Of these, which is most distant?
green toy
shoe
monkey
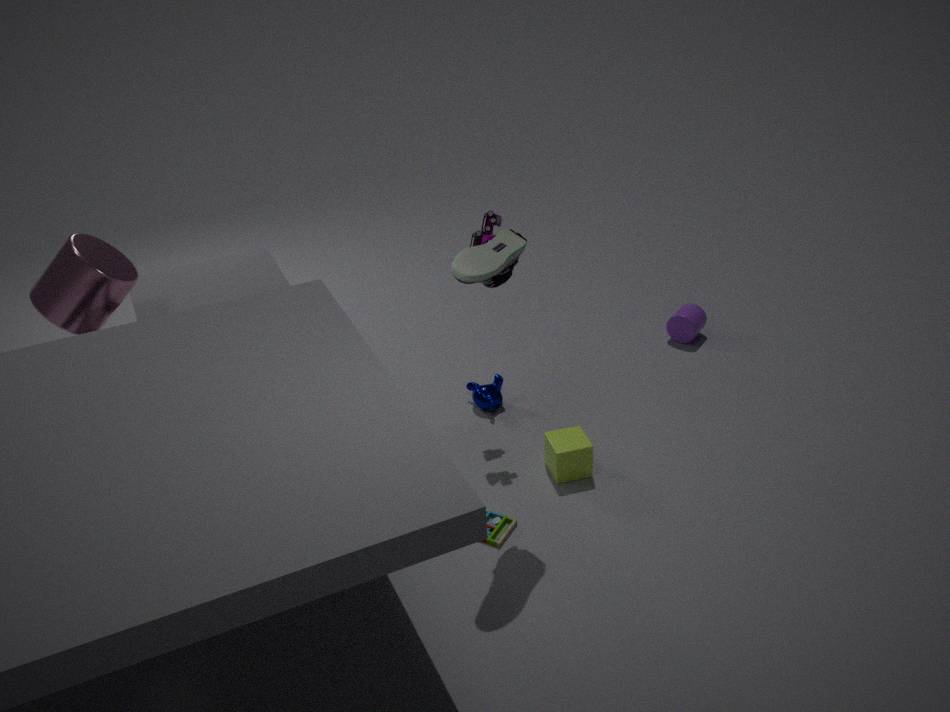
monkey
